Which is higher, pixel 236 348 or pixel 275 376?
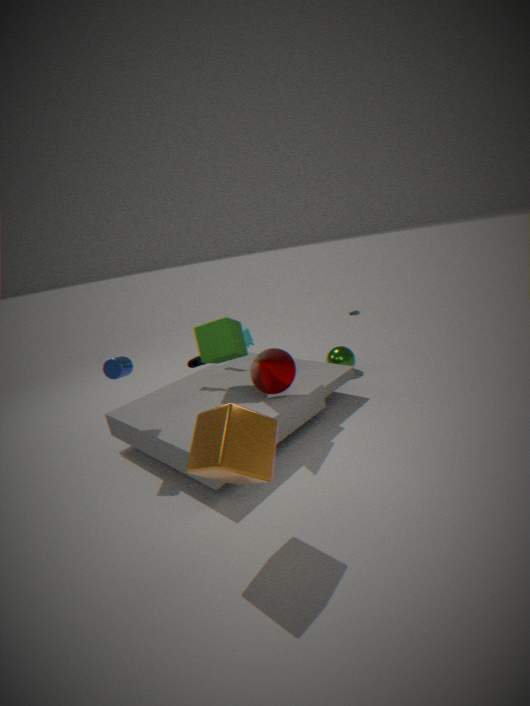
pixel 236 348
